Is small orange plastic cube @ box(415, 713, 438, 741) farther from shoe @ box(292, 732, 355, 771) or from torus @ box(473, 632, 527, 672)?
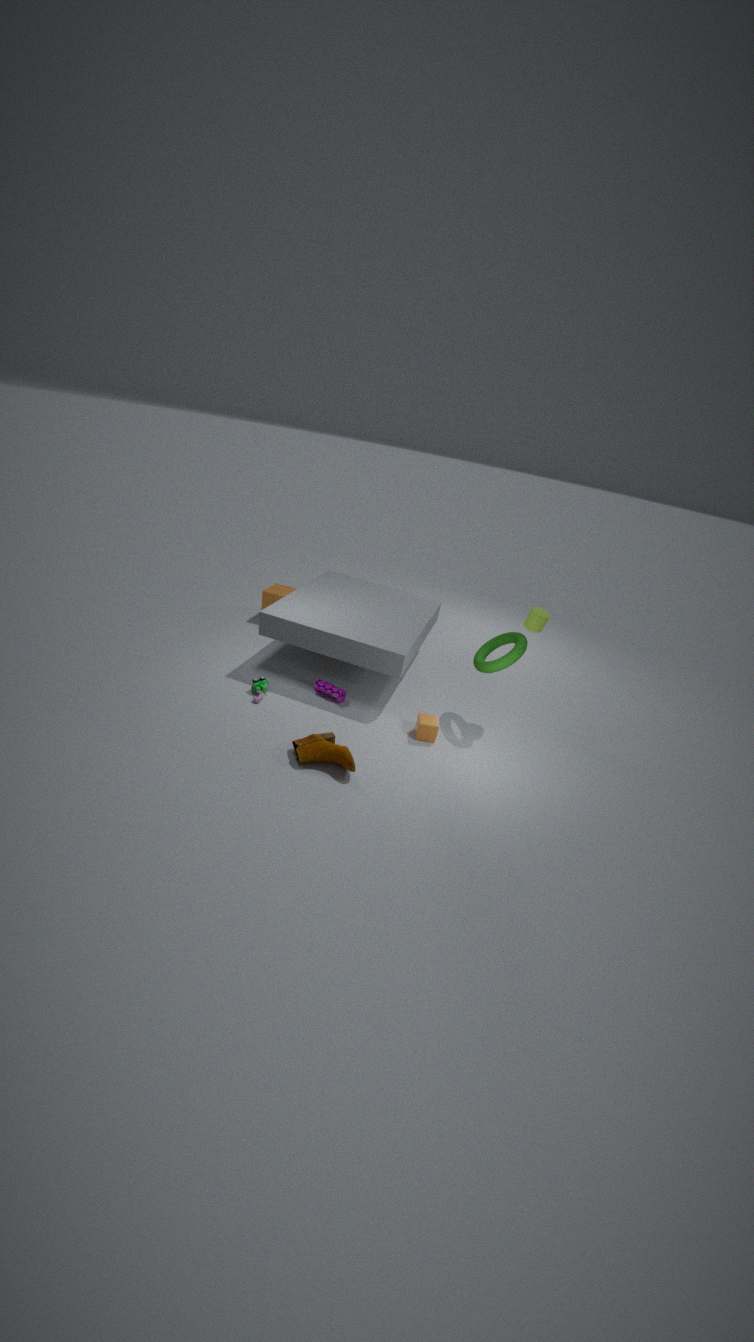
shoe @ box(292, 732, 355, 771)
